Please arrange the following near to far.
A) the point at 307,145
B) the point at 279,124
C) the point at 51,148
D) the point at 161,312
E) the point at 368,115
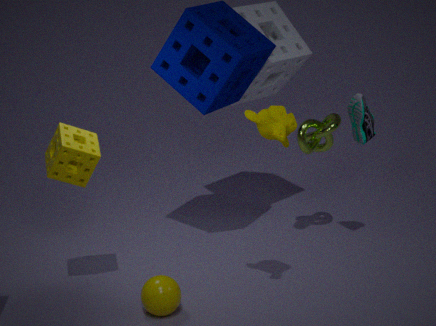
B. the point at 279,124, D. the point at 161,312, C. the point at 51,148, E. the point at 368,115, A. the point at 307,145
